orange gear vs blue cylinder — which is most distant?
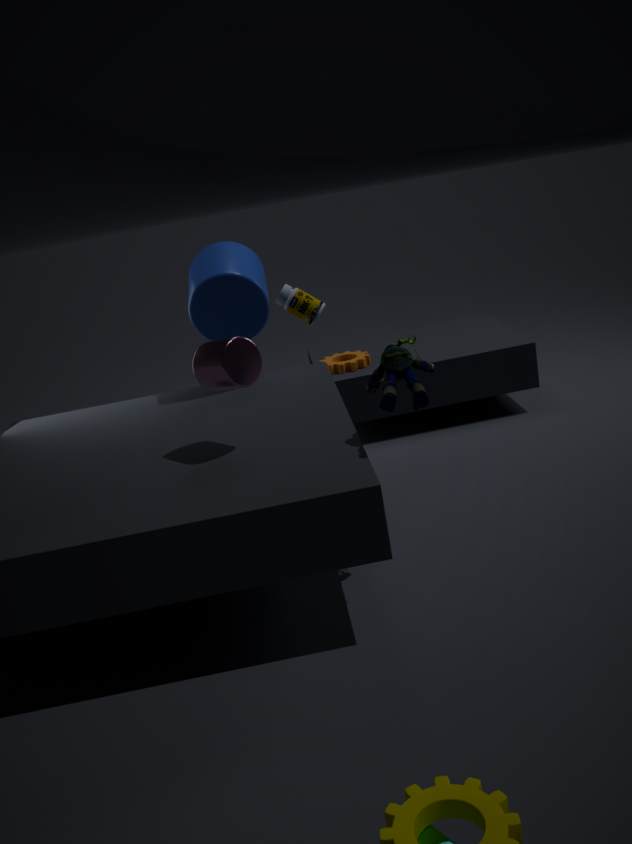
orange gear
